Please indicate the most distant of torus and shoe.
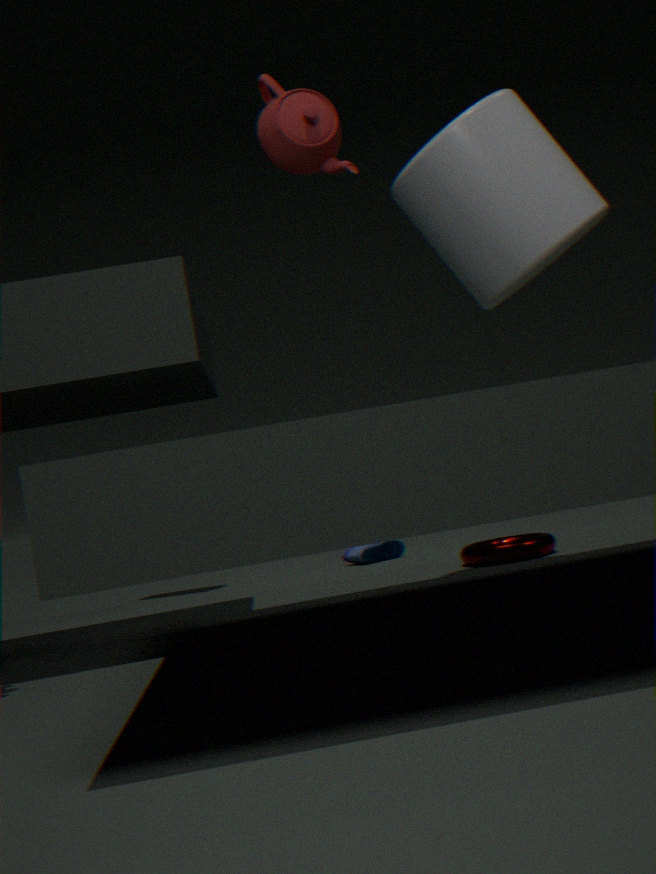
shoe
